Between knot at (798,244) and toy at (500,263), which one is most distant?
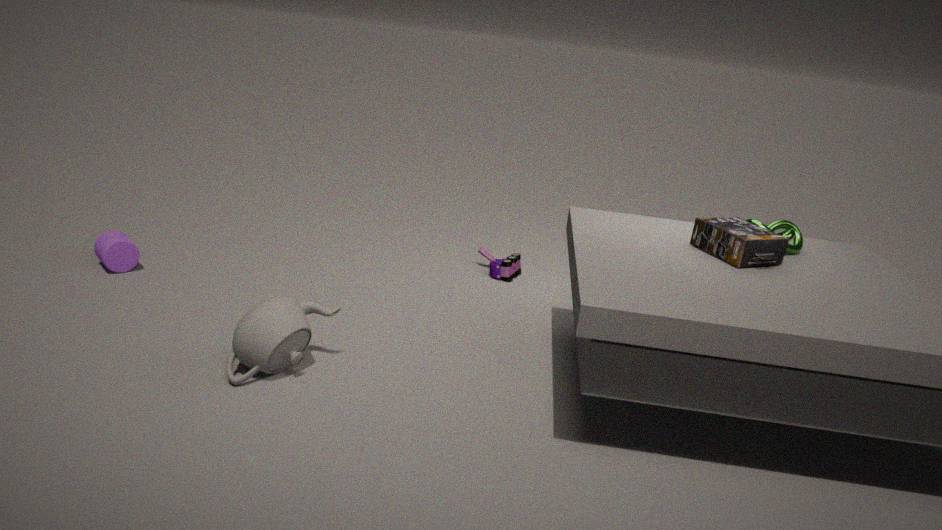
toy at (500,263)
